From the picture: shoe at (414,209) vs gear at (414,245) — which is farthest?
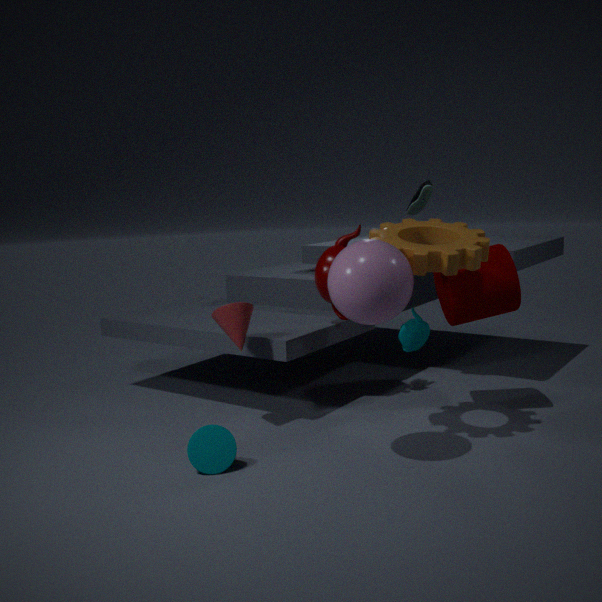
shoe at (414,209)
